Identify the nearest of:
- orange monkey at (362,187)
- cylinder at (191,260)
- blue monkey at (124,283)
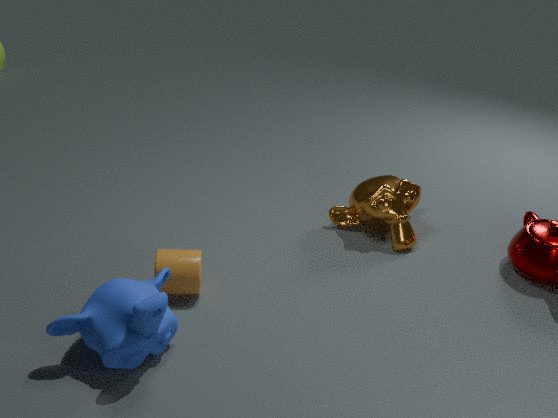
blue monkey at (124,283)
